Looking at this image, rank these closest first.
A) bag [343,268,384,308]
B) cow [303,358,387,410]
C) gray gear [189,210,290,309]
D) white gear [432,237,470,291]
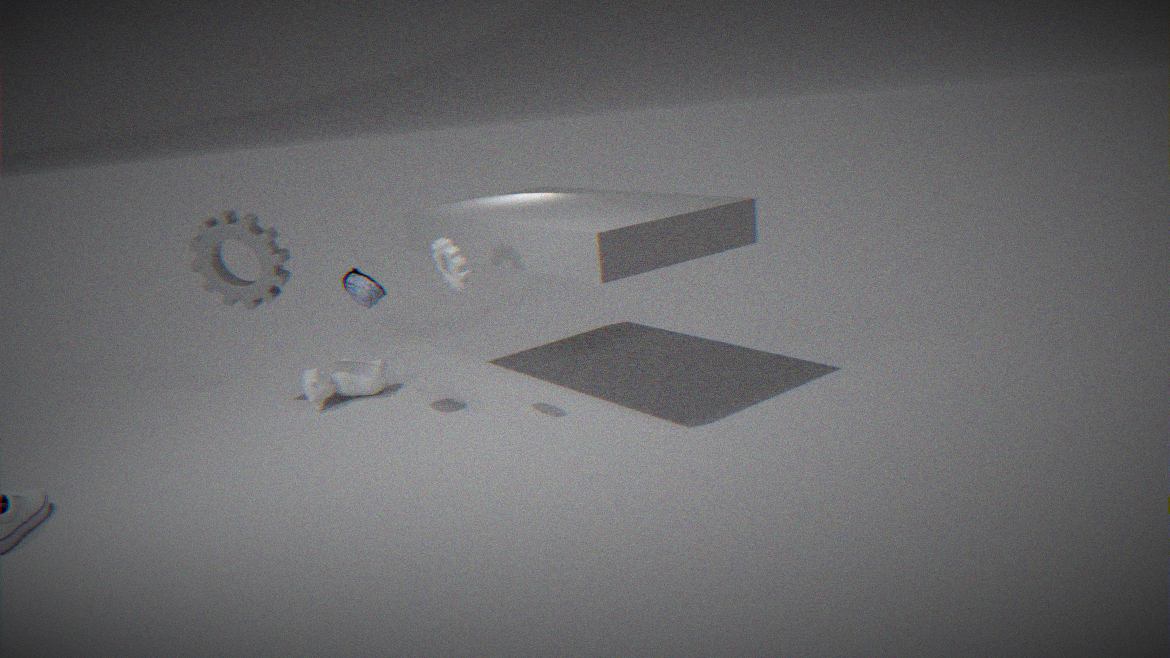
D. white gear [432,237,470,291] → A. bag [343,268,384,308] → C. gray gear [189,210,290,309] → B. cow [303,358,387,410]
